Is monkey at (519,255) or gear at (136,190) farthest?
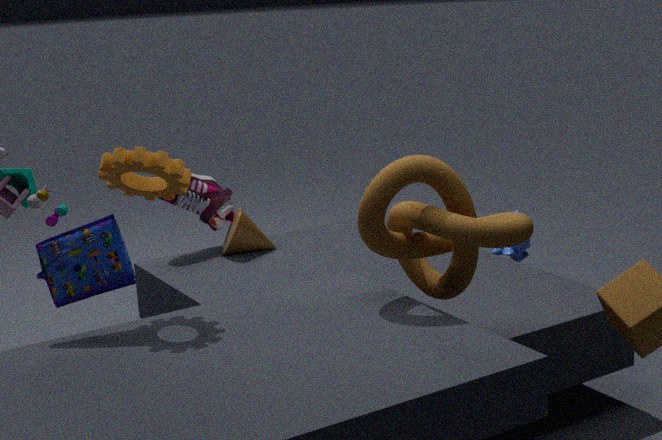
monkey at (519,255)
